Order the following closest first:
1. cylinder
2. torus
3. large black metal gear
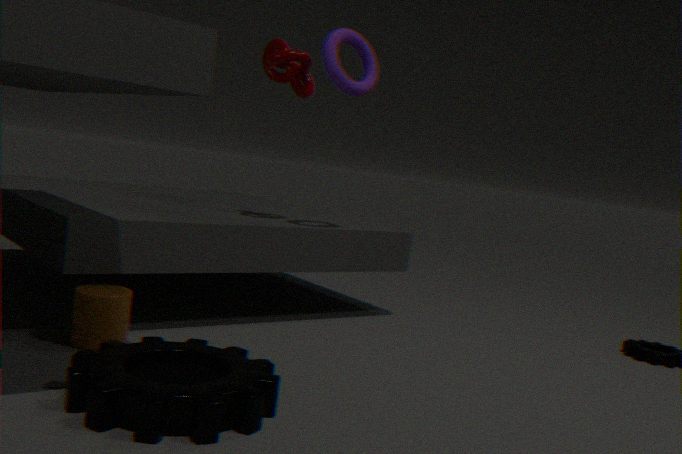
large black metal gear, cylinder, torus
